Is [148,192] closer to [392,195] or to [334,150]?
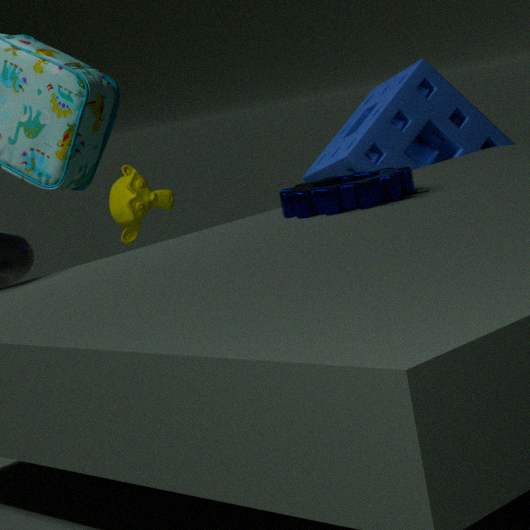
[334,150]
